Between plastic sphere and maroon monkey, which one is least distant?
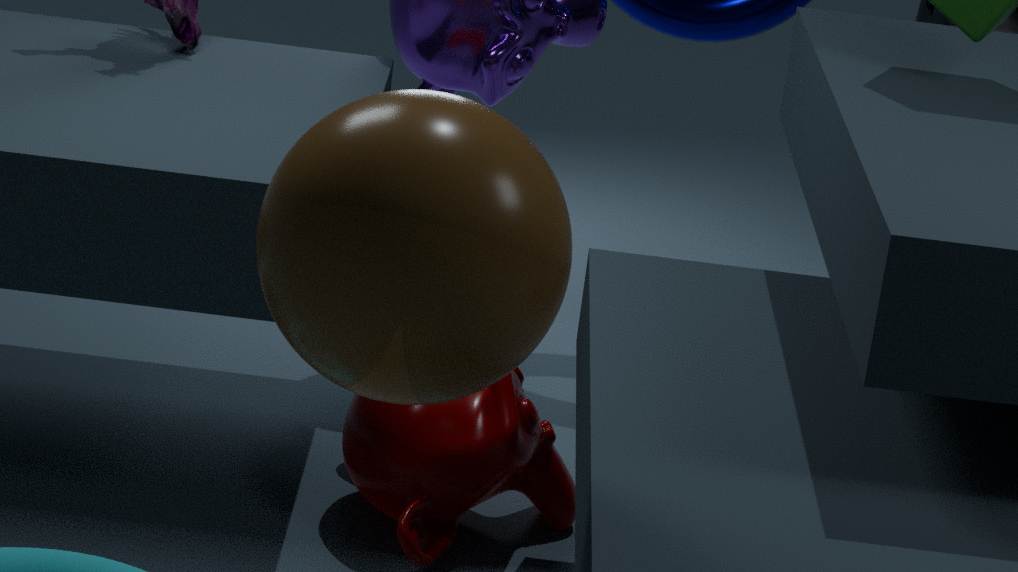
plastic sphere
